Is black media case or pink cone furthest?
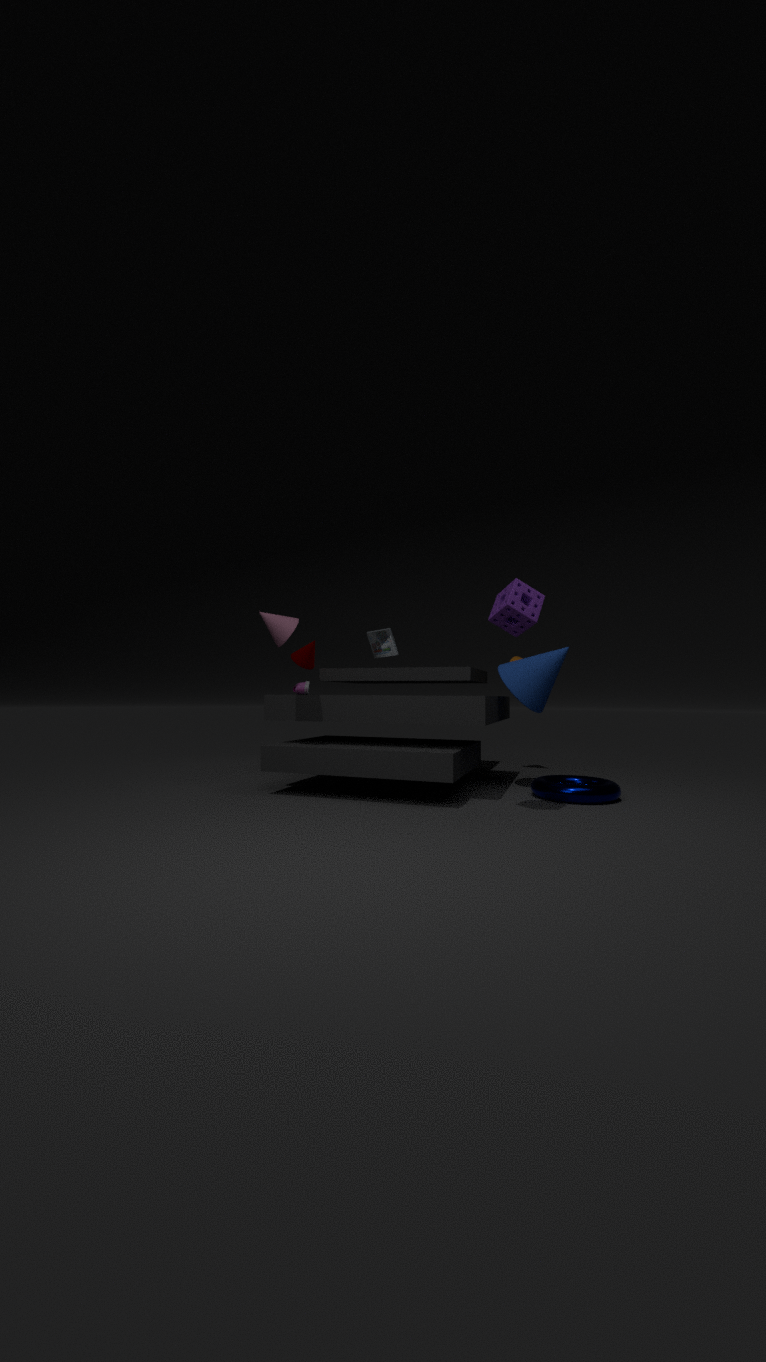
black media case
